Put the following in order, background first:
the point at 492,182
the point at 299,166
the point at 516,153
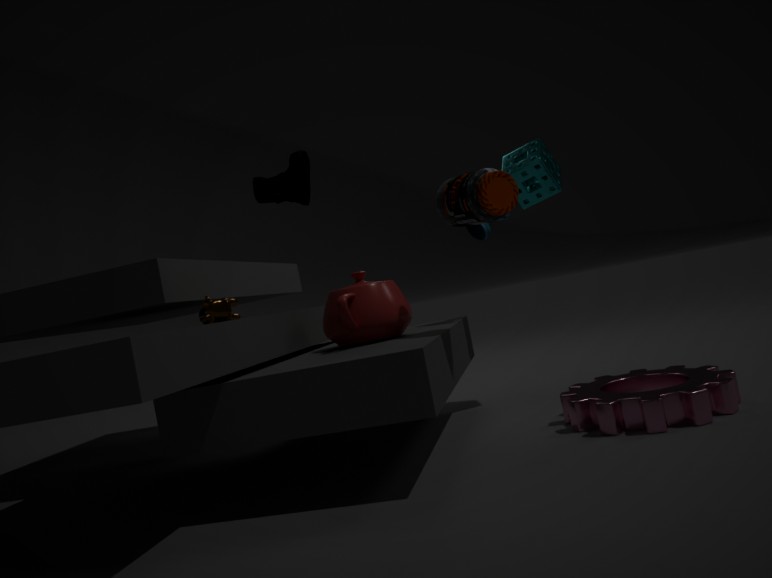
the point at 516,153, the point at 299,166, the point at 492,182
